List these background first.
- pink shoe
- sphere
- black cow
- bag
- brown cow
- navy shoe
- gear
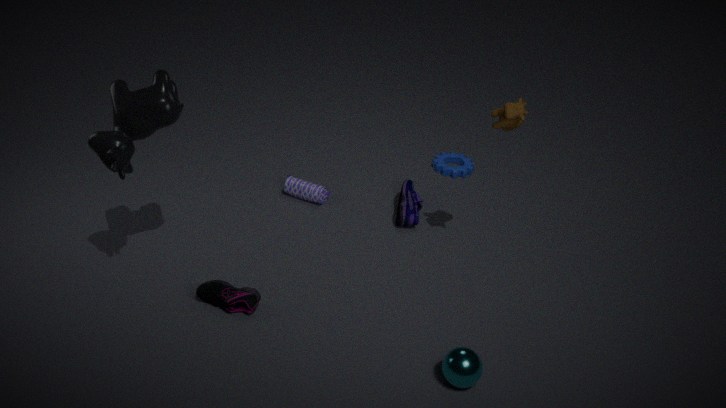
1. gear
2. bag
3. navy shoe
4. pink shoe
5. brown cow
6. black cow
7. sphere
